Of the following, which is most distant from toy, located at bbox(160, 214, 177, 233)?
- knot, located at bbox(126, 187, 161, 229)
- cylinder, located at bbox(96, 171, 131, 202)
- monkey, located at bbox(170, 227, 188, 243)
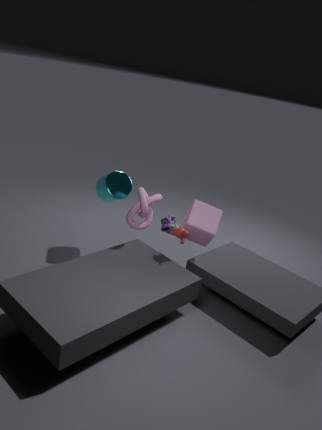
cylinder, located at bbox(96, 171, 131, 202)
